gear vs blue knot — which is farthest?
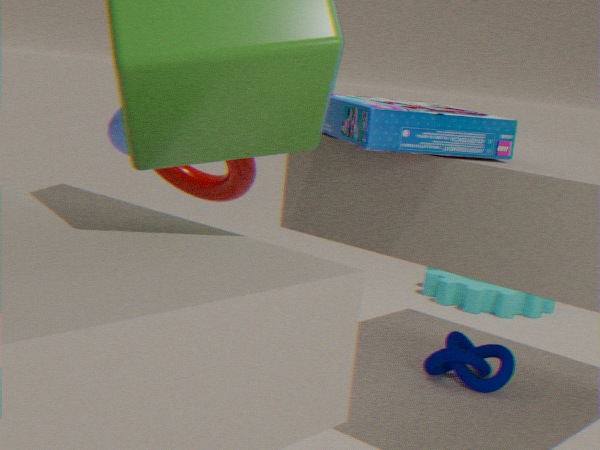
gear
